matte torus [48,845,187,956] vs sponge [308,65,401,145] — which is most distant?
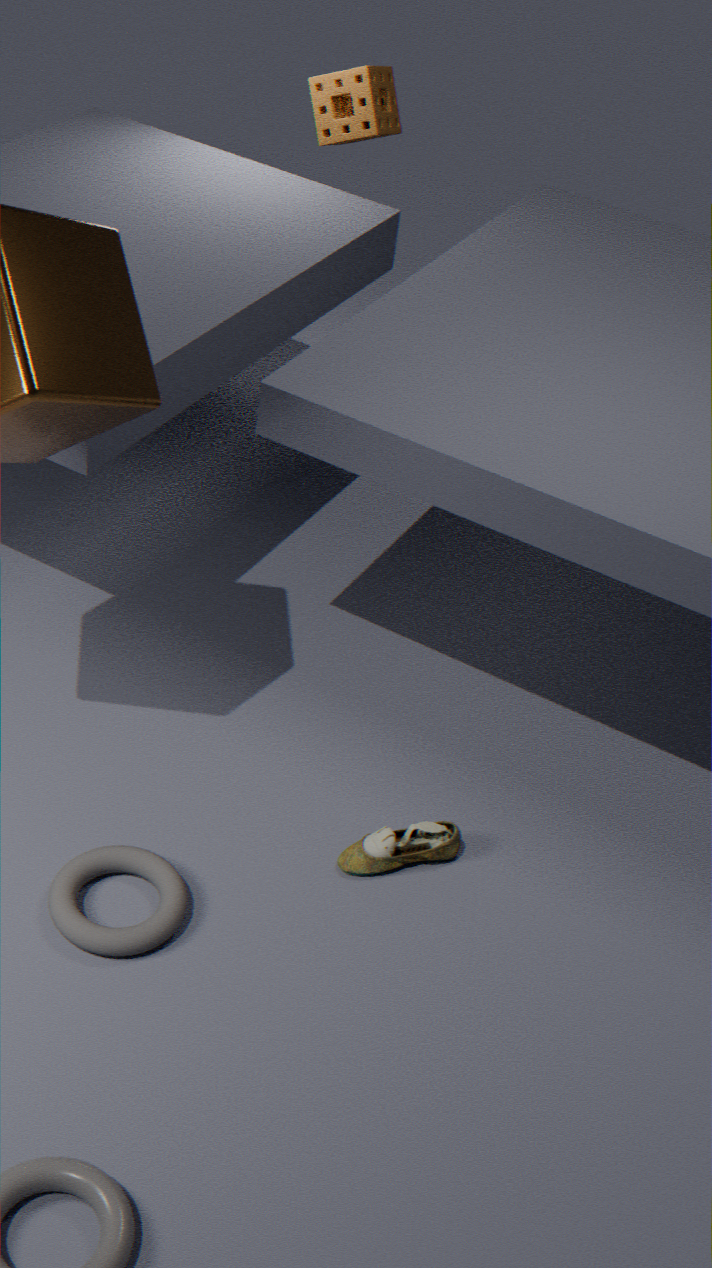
sponge [308,65,401,145]
